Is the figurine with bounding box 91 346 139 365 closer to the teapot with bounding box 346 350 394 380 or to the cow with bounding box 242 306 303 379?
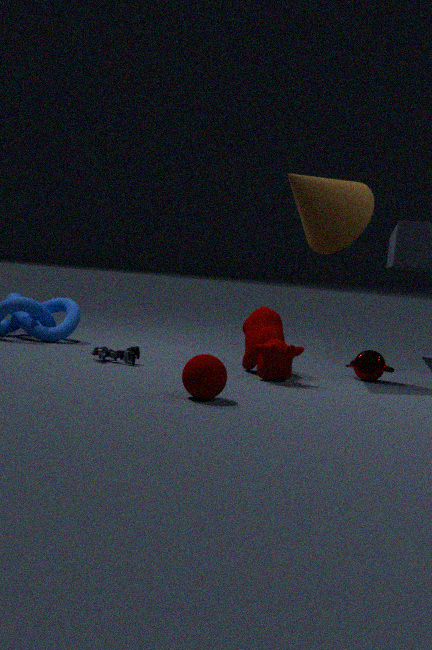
the cow with bounding box 242 306 303 379
